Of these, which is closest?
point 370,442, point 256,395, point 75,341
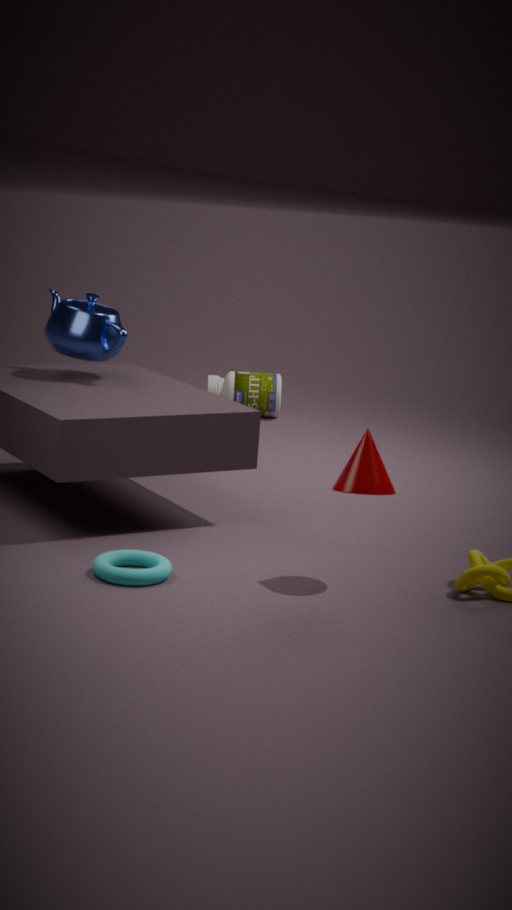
point 370,442
